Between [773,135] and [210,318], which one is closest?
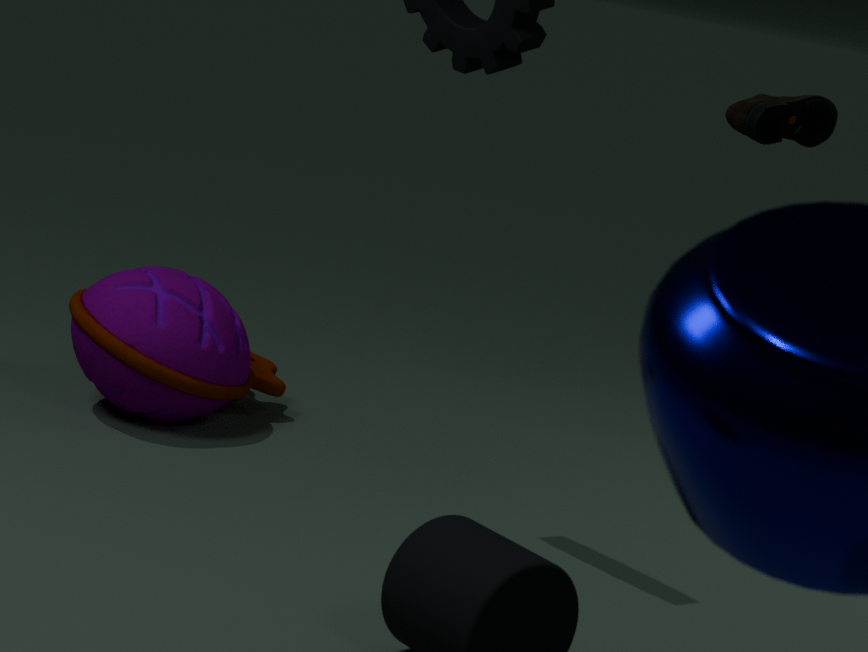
[773,135]
